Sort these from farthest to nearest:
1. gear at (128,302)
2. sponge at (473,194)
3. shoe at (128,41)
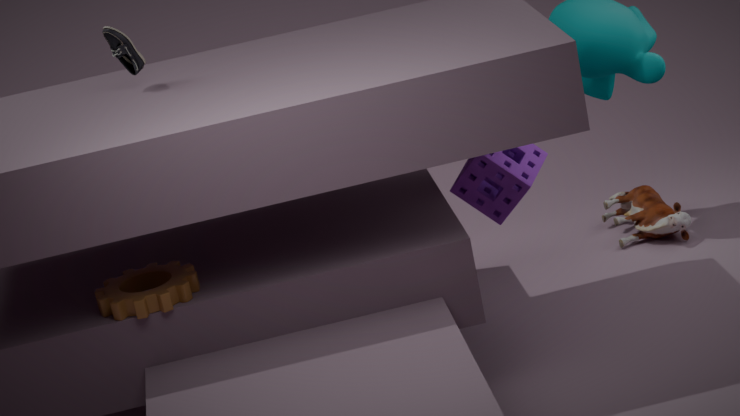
sponge at (473,194), shoe at (128,41), gear at (128,302)
